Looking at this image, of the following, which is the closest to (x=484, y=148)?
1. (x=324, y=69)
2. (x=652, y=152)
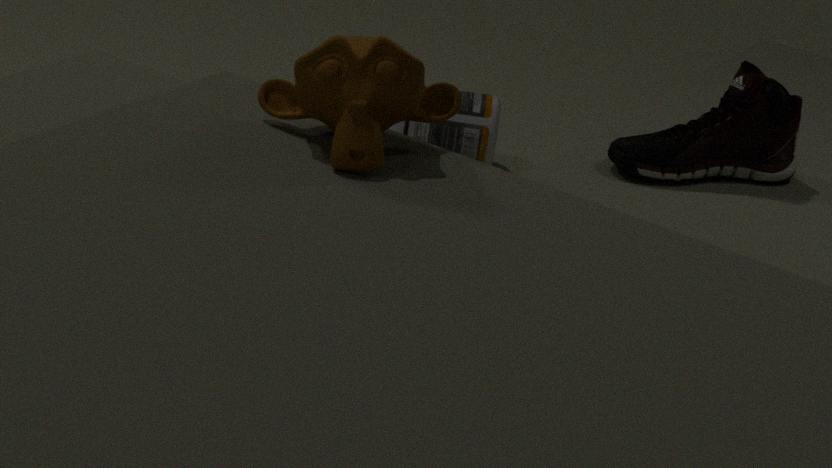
(x=652, y=152)
